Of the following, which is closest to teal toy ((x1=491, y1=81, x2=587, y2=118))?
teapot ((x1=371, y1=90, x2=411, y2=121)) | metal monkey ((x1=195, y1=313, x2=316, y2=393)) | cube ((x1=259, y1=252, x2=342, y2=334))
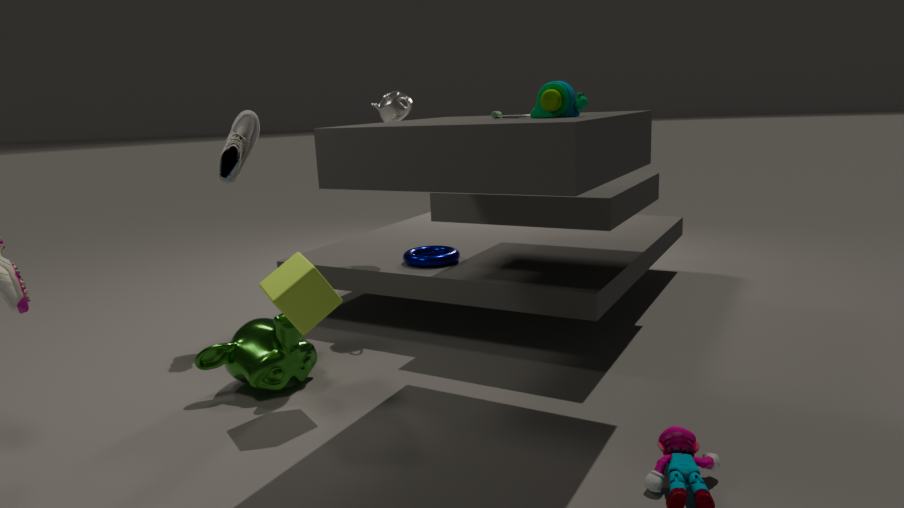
cube ((x1=259, y1=252, x2=342, y2=334))
